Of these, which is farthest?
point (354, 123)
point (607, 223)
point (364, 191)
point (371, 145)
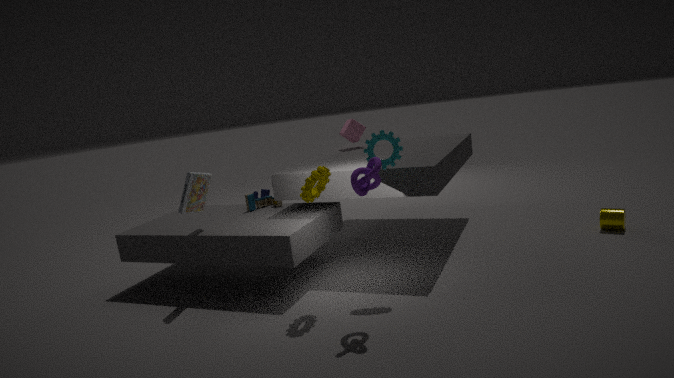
point (354, 123)
